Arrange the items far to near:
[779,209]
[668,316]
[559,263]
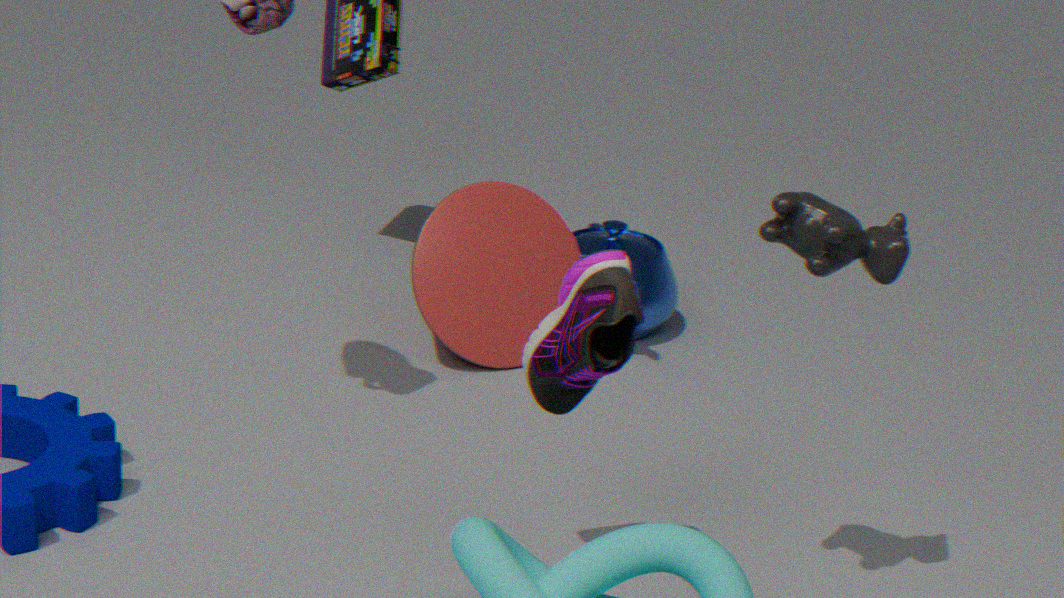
[668,316], [559,263], [779,209]
